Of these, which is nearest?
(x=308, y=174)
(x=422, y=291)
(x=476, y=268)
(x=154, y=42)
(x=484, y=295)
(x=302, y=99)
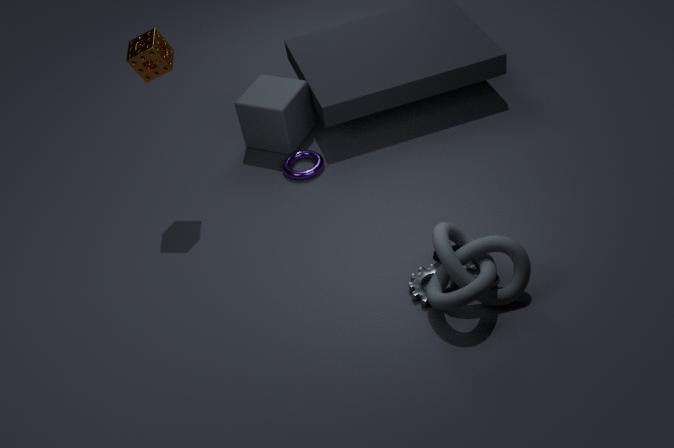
(x=484, y=295)
